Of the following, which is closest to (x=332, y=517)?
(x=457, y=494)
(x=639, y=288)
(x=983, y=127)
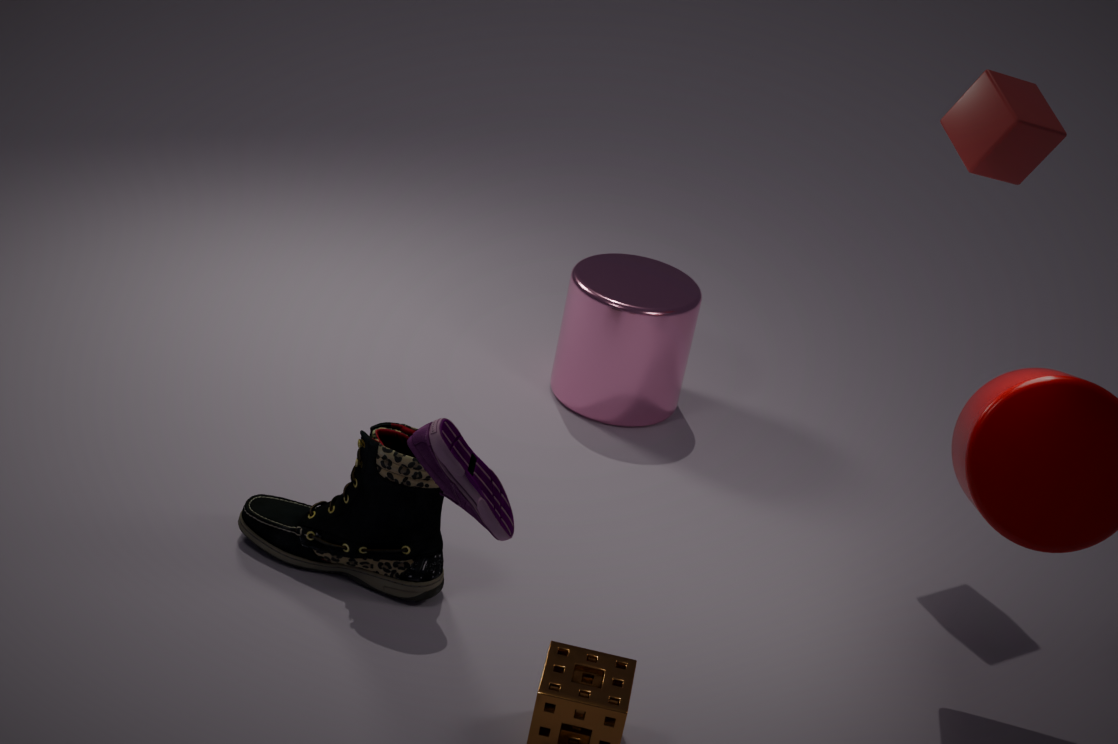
(x=457, y=494)
